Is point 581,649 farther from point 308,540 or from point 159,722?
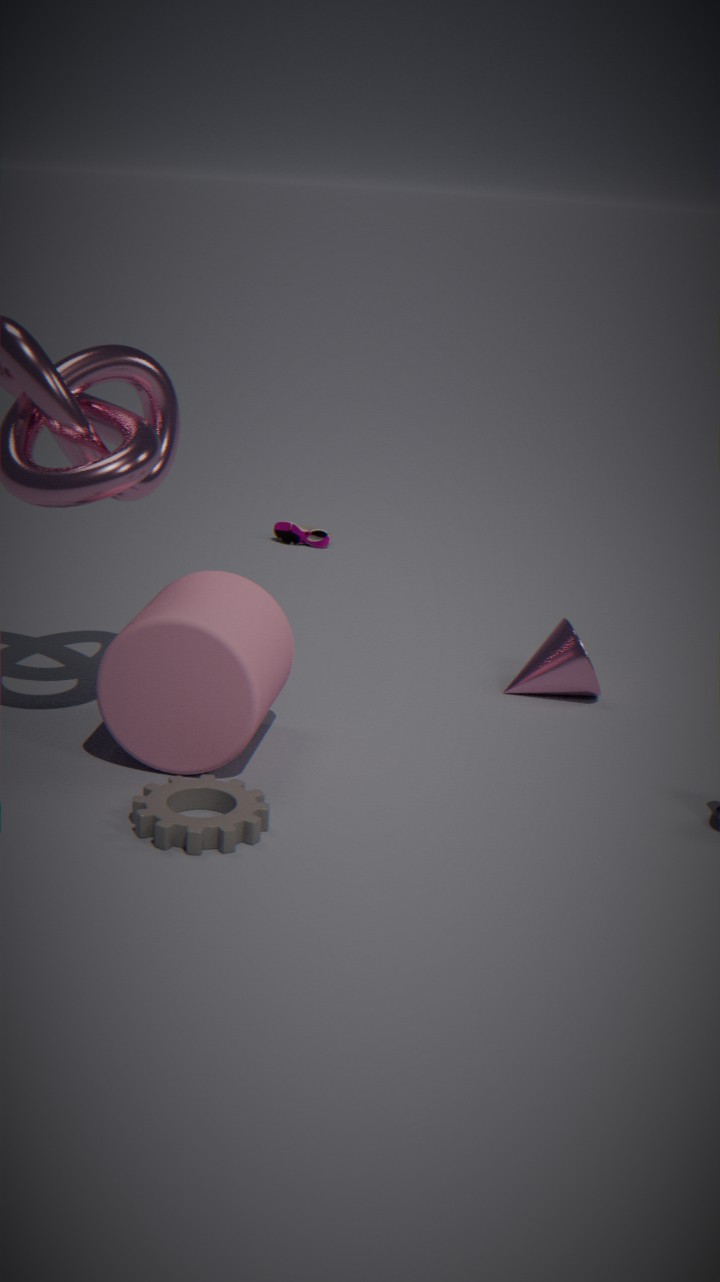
point 308,540
